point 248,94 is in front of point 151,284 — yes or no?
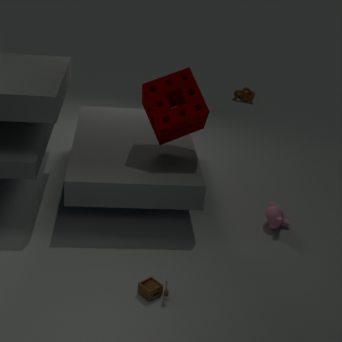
No
